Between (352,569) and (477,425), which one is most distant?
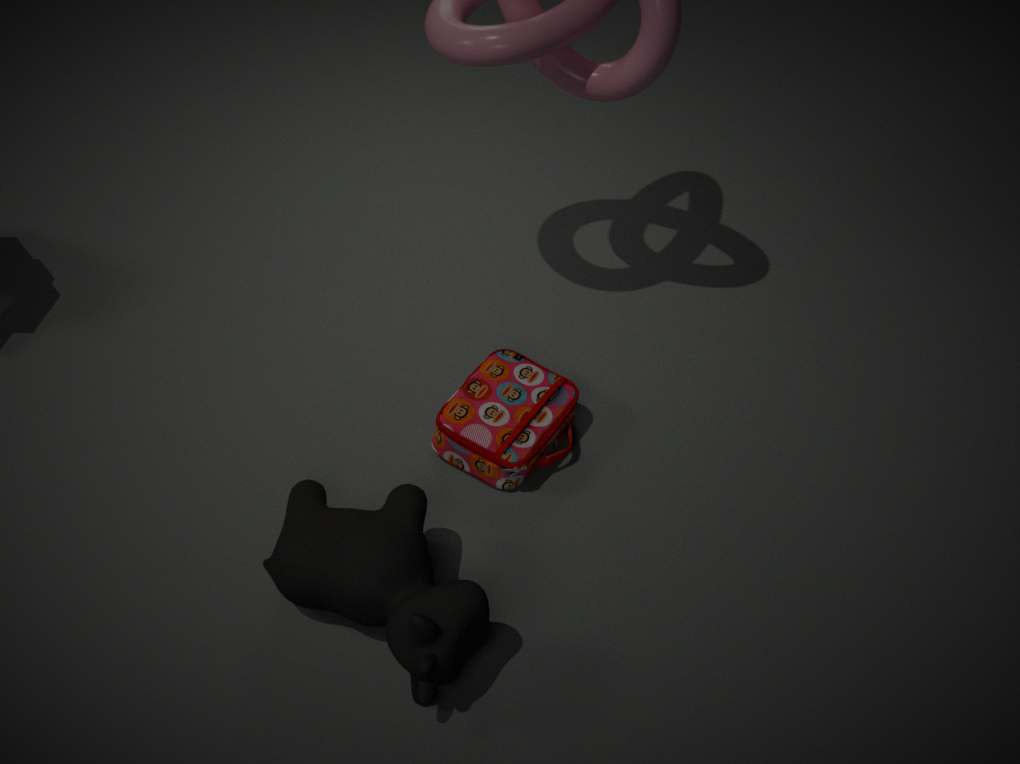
(477,425)
